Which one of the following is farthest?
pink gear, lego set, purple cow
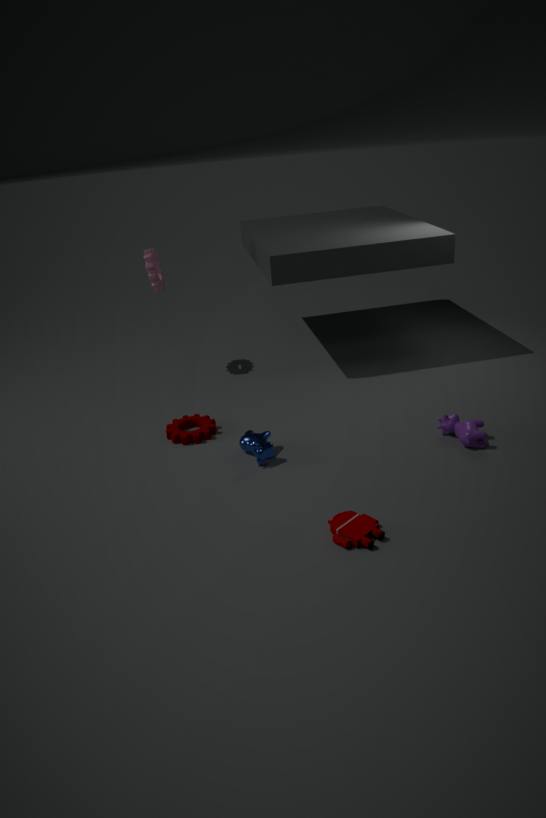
pink gear
